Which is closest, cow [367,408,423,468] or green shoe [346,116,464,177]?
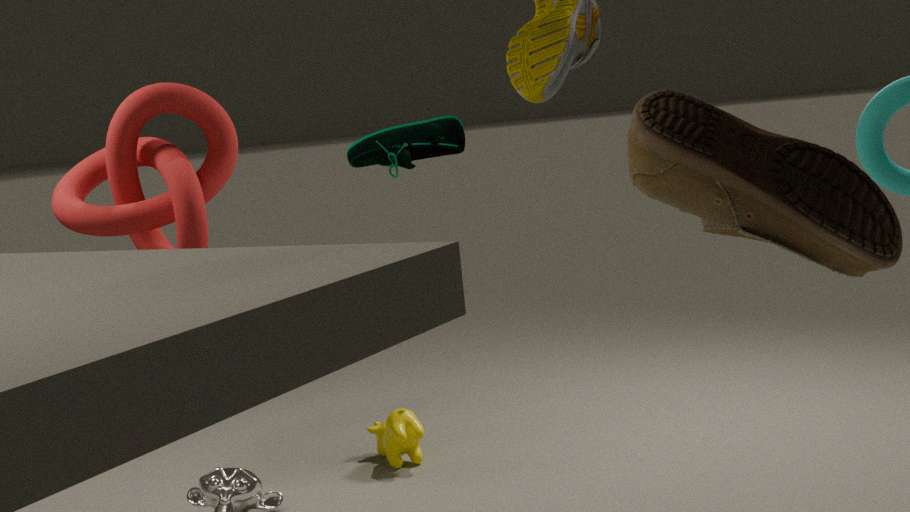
green shoe [346,116,464,177]
